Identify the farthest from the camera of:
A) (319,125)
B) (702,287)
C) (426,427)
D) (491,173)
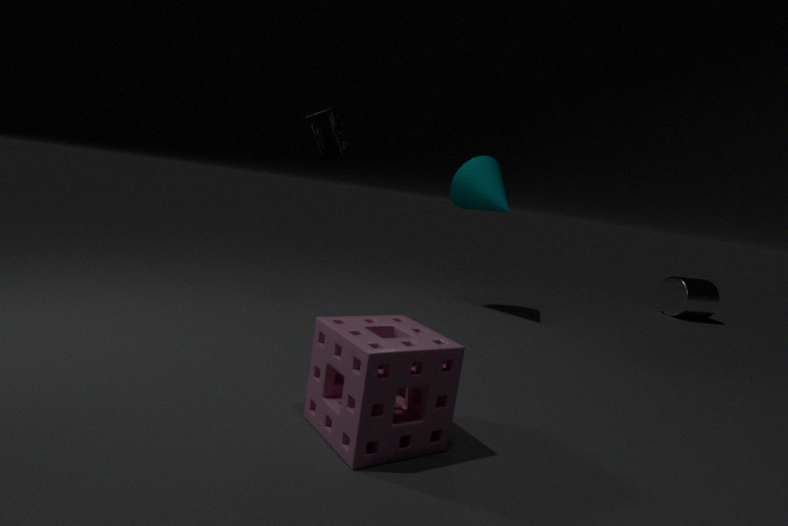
(702,287)
